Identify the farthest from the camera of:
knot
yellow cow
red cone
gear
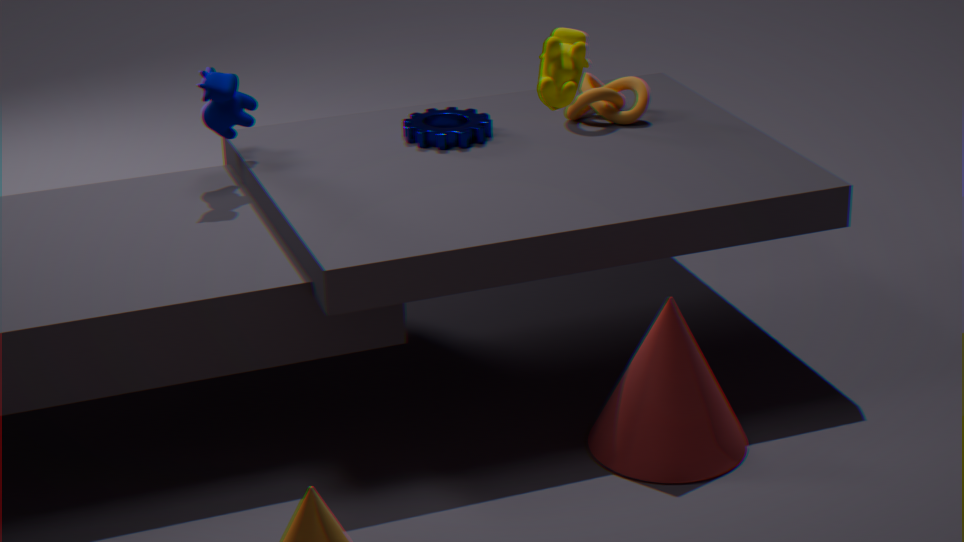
knot
